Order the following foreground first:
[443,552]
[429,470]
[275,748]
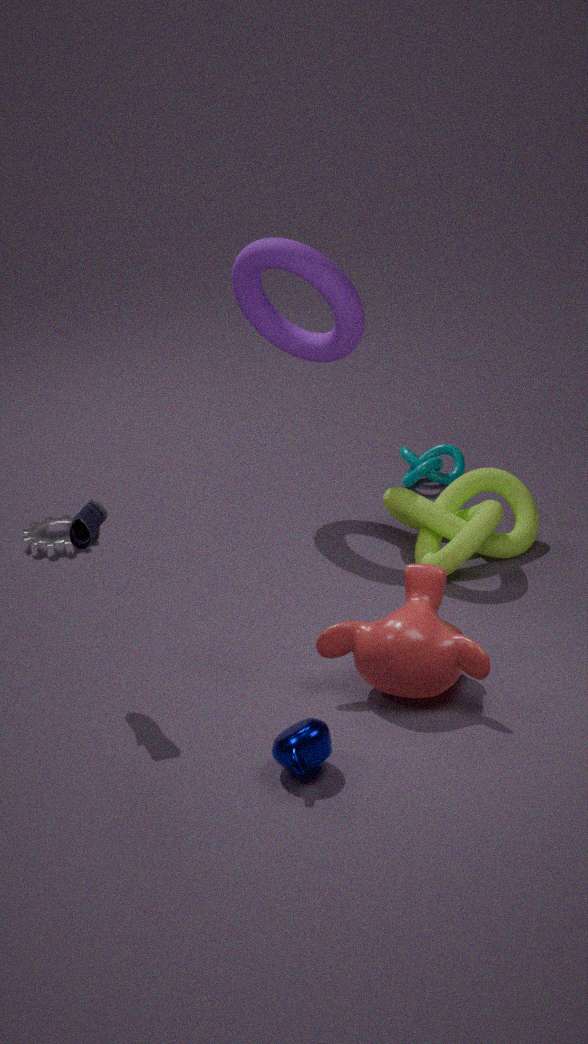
[275,748]
[443,552]
[429,470]
